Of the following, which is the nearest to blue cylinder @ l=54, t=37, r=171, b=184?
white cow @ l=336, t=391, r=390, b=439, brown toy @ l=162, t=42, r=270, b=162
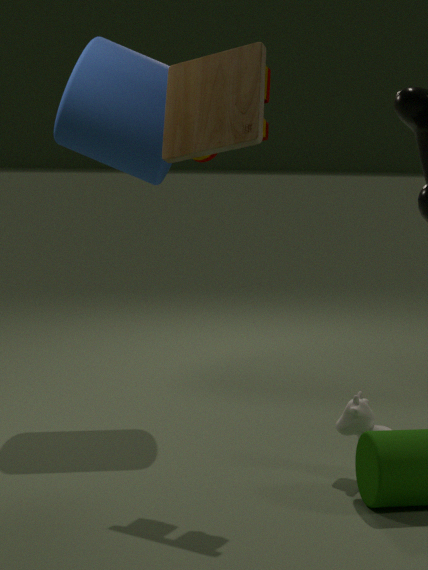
brown toy @ l=162, t=42, r=270, b=162
